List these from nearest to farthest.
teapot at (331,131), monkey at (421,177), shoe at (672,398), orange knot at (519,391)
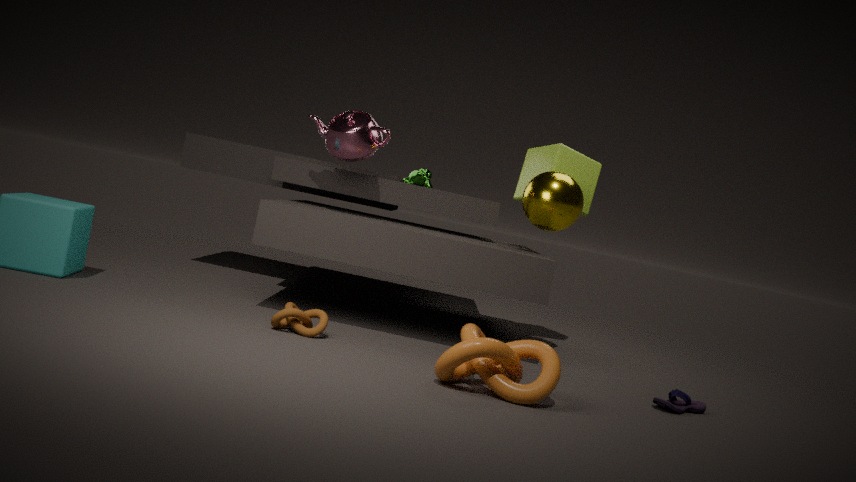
orange knot at (519,391), shoe at (672,398), teapot at (331,131), monkey at (421,177)
